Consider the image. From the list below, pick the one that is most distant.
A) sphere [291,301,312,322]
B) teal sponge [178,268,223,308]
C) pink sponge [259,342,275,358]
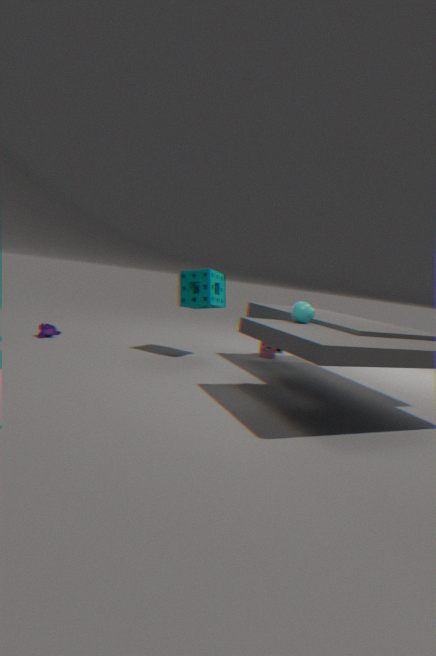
pink sponge [259,342,275,358]
